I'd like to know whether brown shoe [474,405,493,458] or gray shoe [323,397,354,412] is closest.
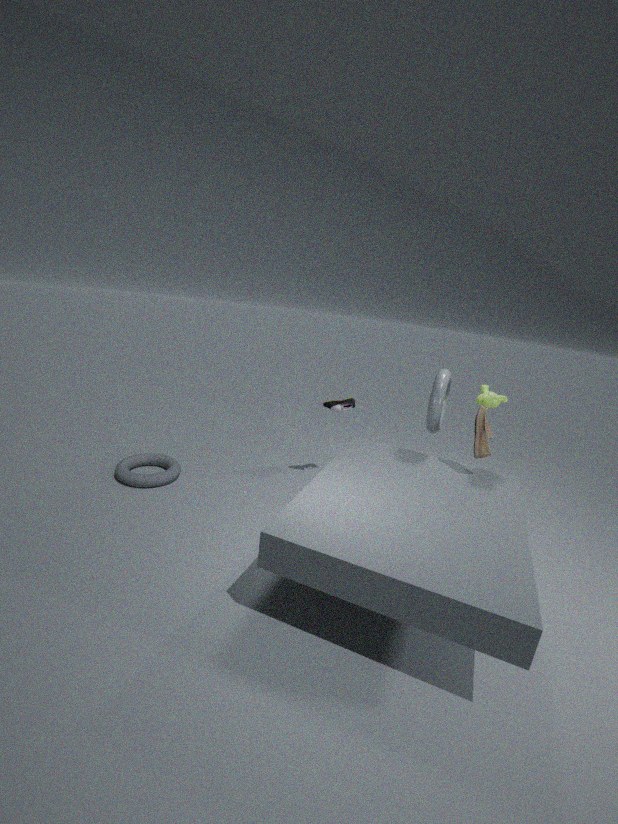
brown shoe [474,405,493,458]
